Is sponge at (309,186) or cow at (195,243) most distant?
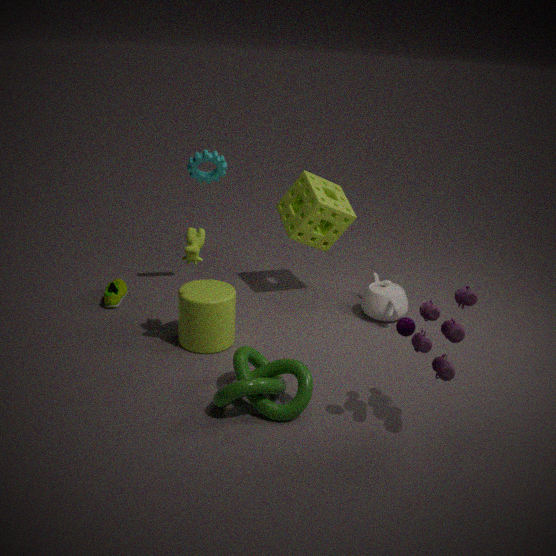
sponge at (309,186)
